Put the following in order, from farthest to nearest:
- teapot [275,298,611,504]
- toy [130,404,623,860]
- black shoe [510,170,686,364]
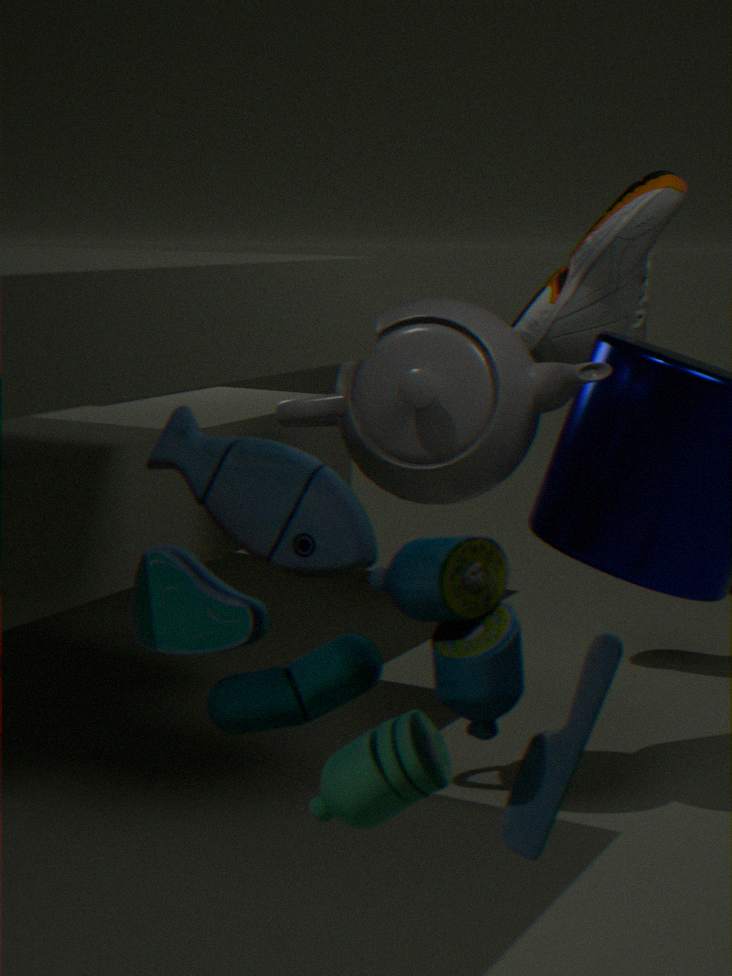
1. black shoe [510,170,686,364]
2. teapot [275,298,611,504]
3. toy [130,404,623,860]
